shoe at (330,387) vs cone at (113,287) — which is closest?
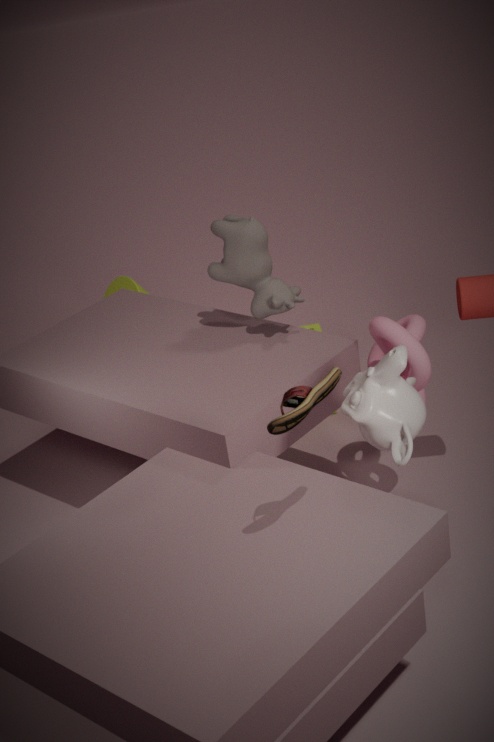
shoe at (330,387)
